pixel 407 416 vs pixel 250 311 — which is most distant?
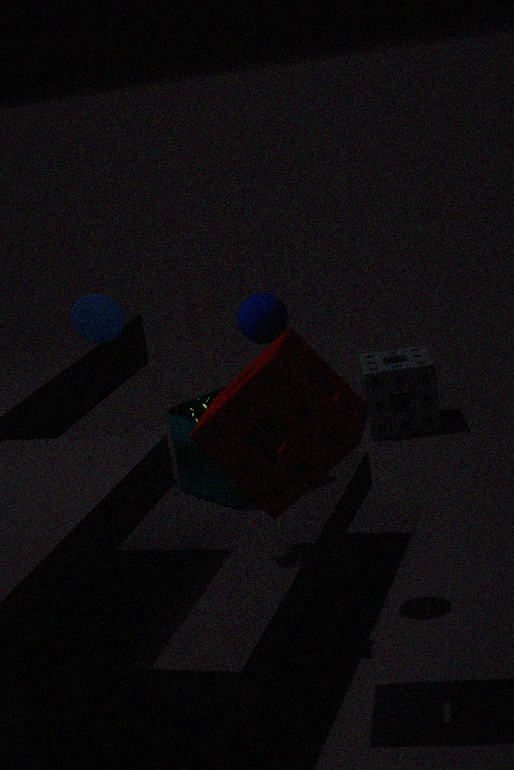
pixel 407 416
